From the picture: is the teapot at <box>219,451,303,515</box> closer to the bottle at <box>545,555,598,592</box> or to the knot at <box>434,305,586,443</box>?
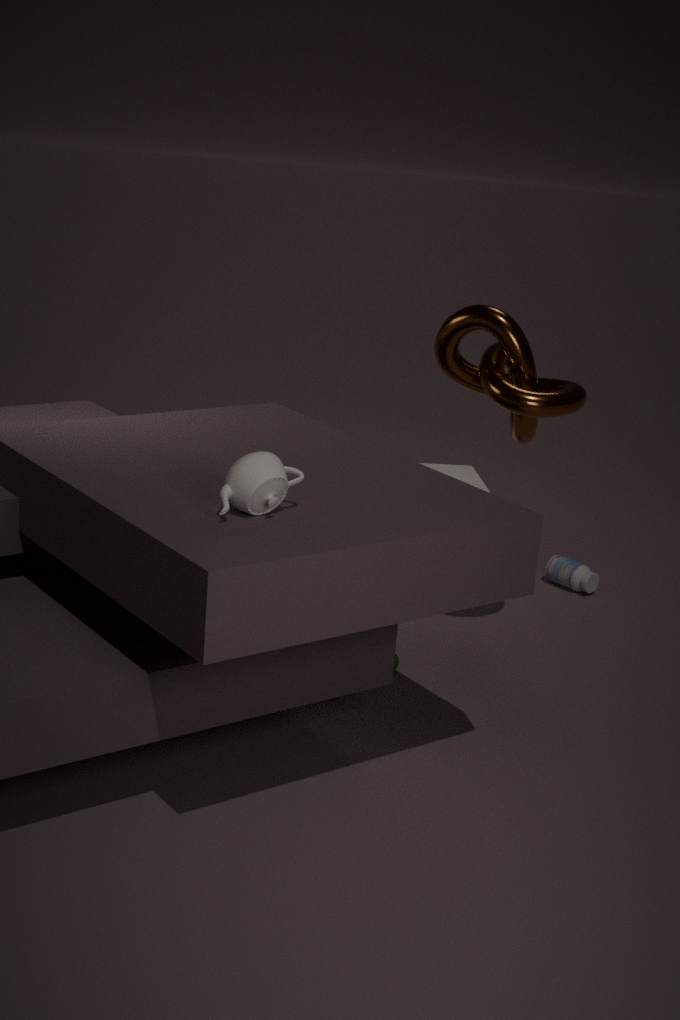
the knot at <box>434,305,586,443</box>
